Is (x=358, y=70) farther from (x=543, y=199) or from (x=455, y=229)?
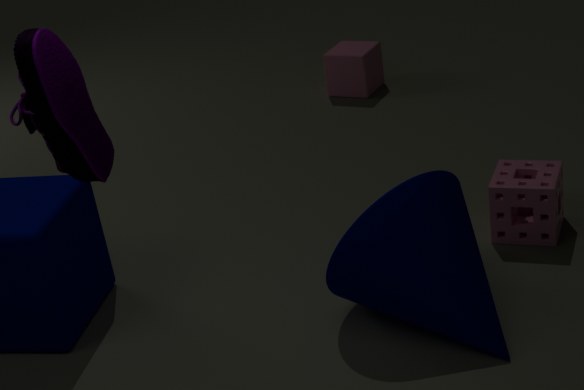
(x=455, y=229)
